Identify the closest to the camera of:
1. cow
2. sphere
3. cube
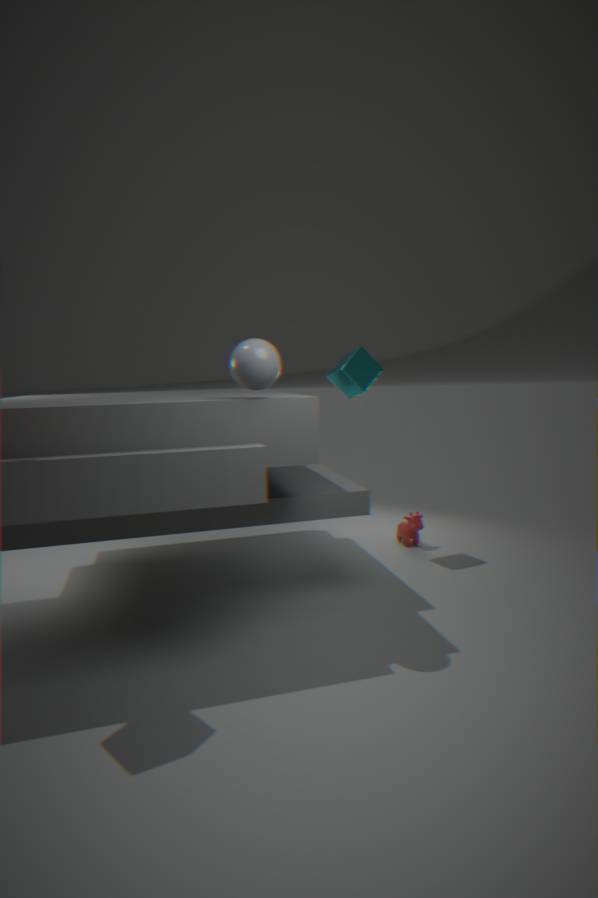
sphere
